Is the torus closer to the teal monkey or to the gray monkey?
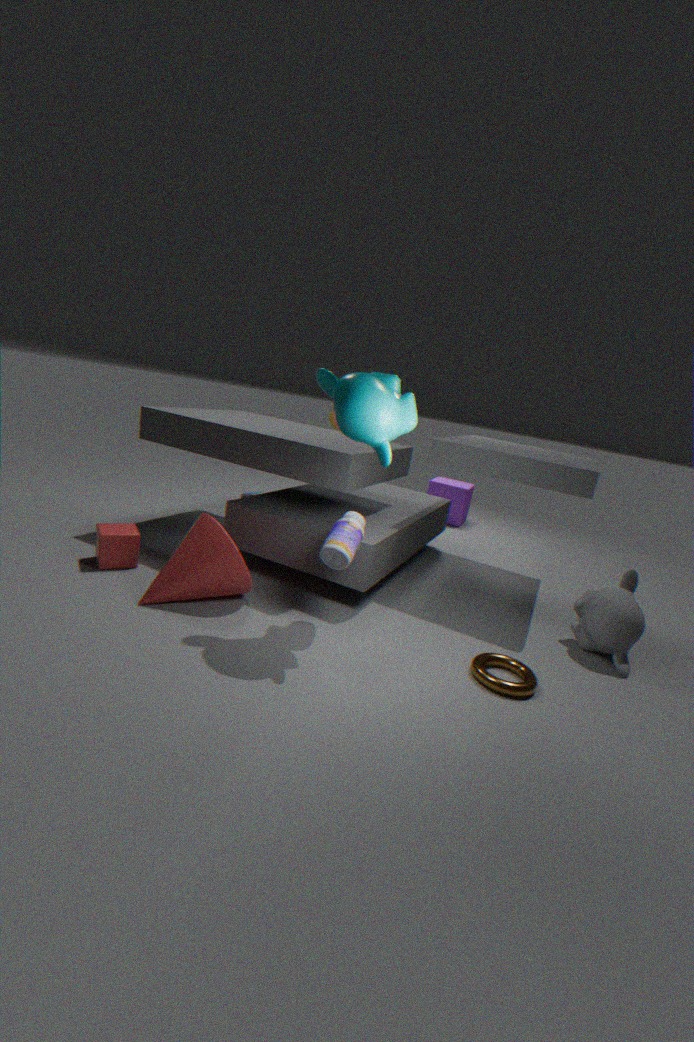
the gray monkey
